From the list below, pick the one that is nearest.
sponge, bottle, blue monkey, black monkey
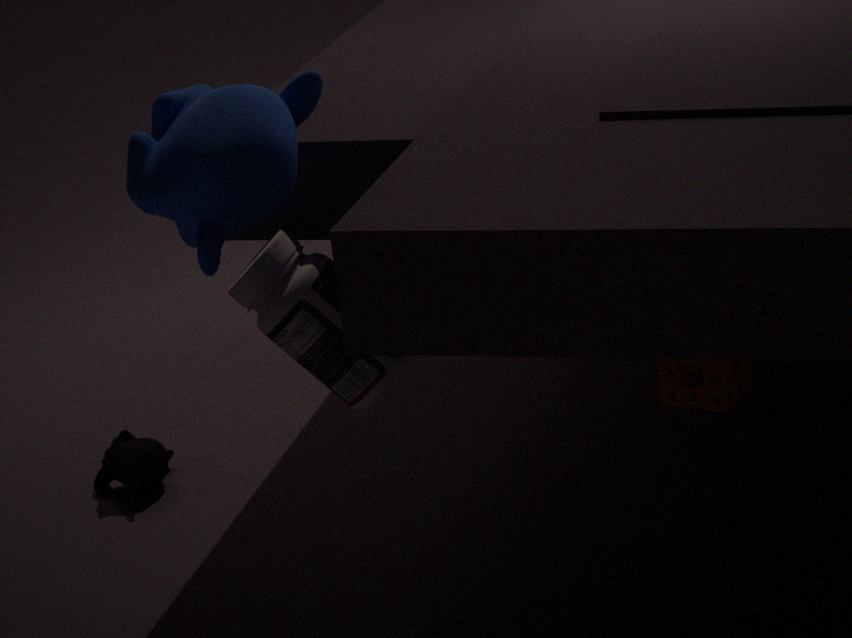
blue monkey
